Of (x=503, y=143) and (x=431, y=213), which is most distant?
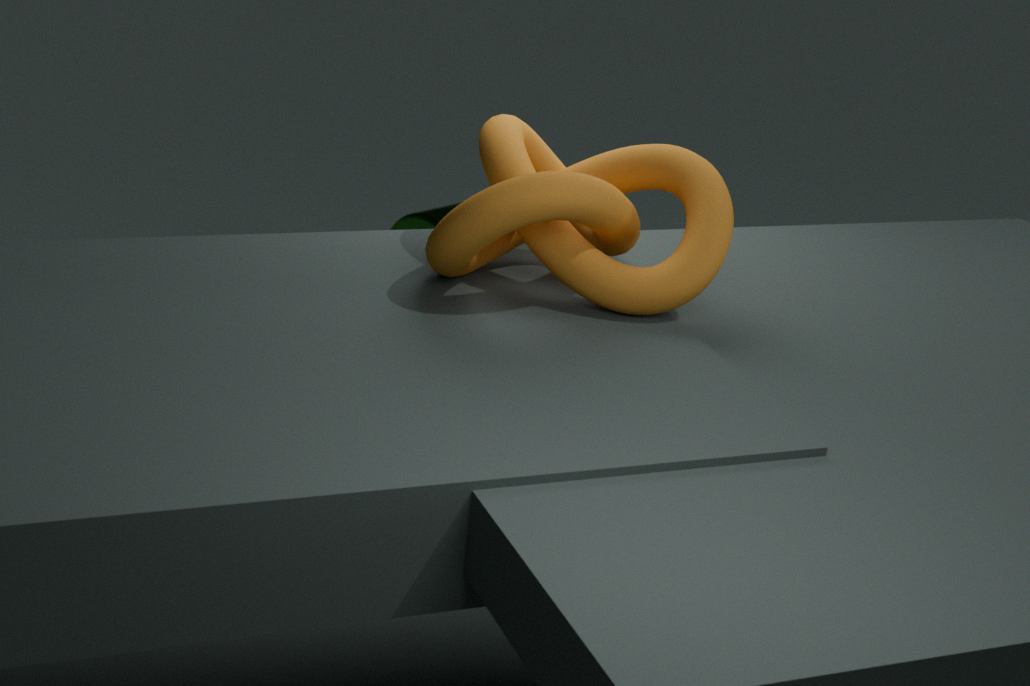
(x=431, y=213)
